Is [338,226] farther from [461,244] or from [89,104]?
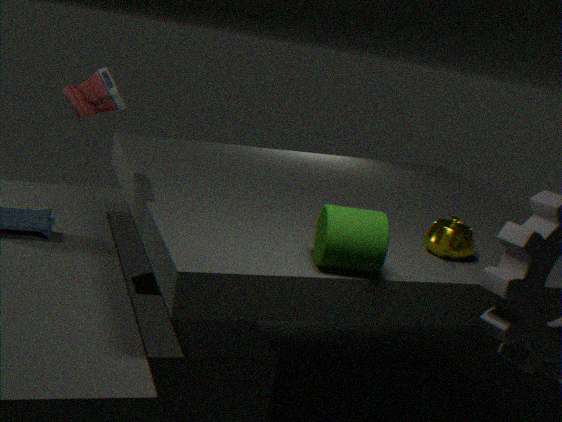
[89,104]
